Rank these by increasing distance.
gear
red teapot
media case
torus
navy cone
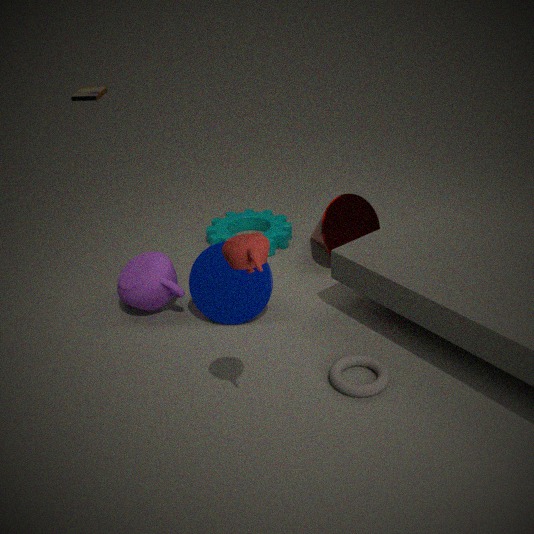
red teapot
torus
navy cone
gear
media case
